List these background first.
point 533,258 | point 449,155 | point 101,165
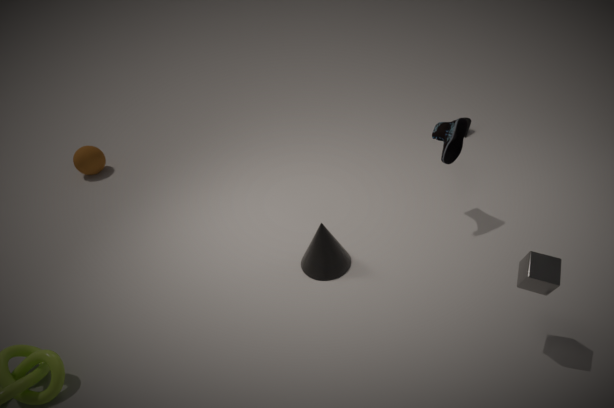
1. point 101,165
2. point 449,155
3. point 533,258
